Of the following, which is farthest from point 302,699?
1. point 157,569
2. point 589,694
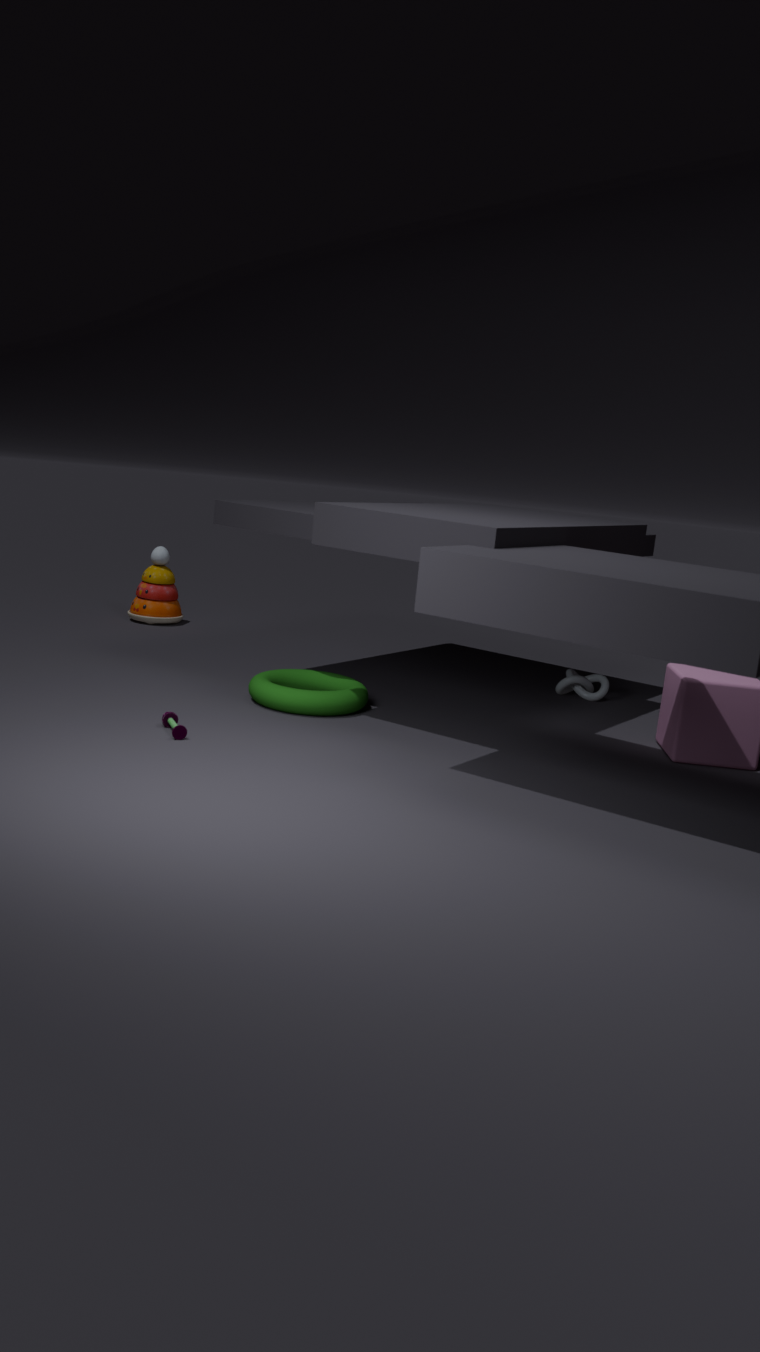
point 157,569
